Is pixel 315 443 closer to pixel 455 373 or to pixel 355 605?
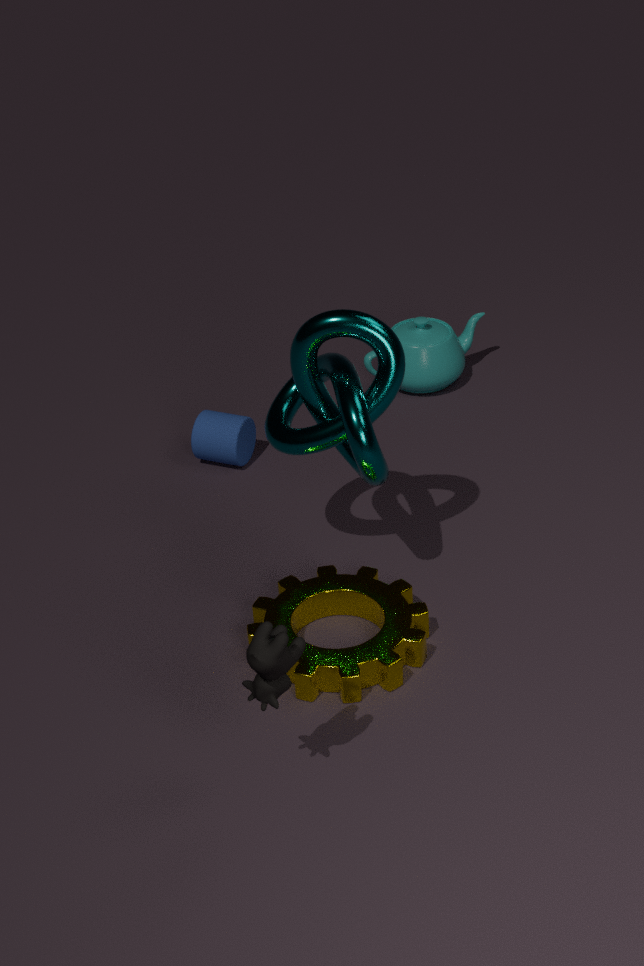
pixel 355 605
